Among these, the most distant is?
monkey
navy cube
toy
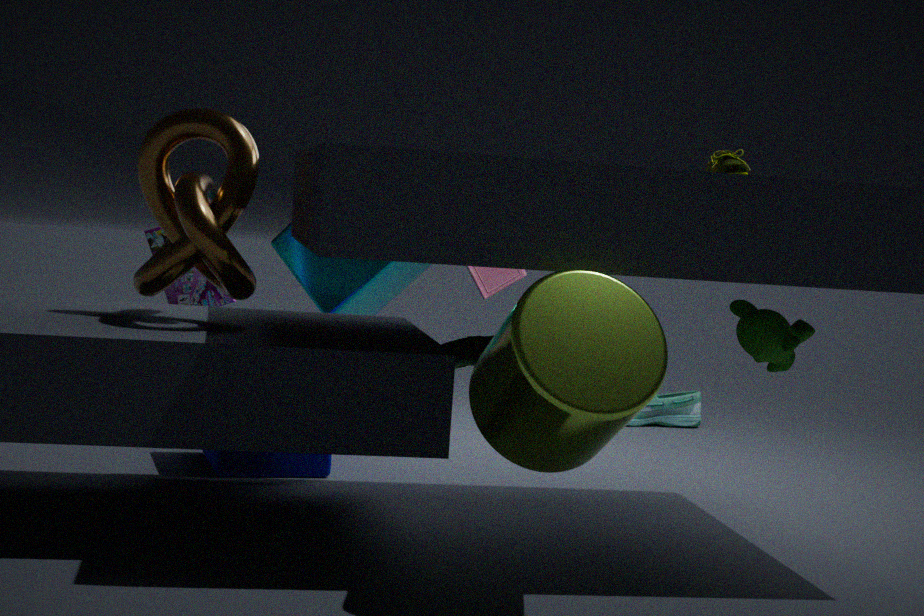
toy
